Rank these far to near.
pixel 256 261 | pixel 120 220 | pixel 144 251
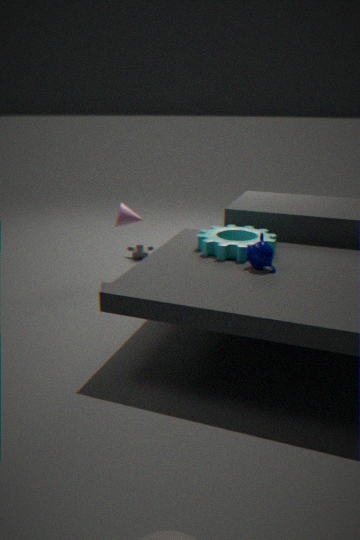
pixel 144 251 < pixel 120 220 < pixel 256 261
